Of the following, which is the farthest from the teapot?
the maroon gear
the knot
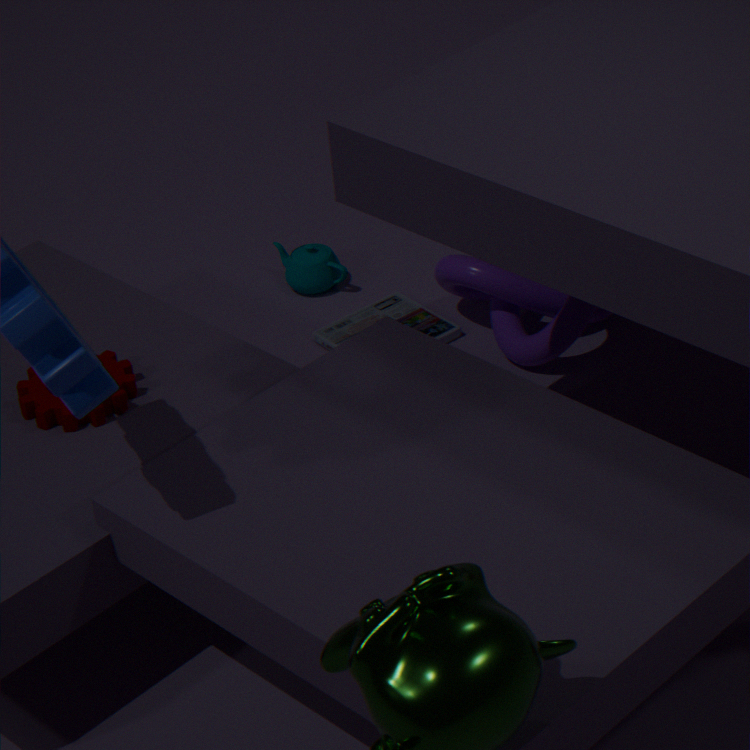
the maroon gear
